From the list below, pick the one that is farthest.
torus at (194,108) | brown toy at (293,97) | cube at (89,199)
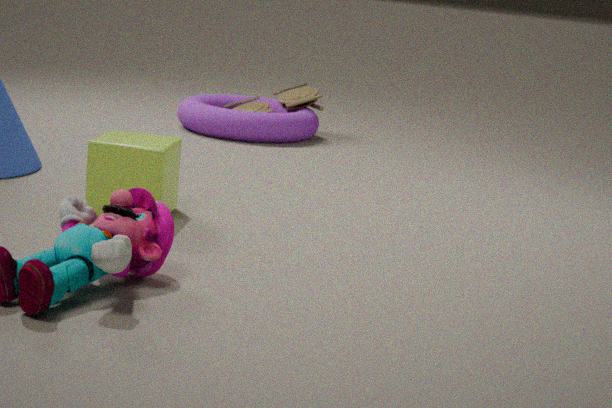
brown toy at (293,97)
